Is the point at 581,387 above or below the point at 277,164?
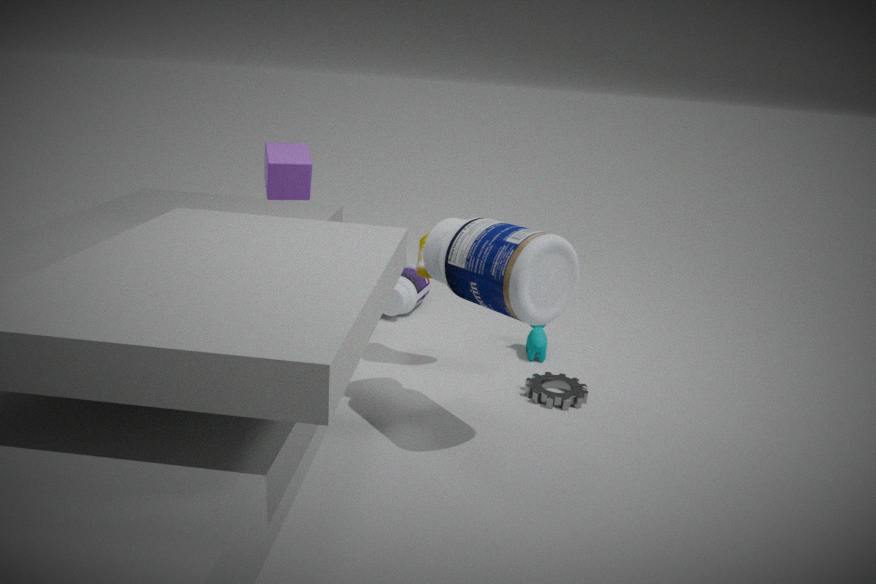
below
